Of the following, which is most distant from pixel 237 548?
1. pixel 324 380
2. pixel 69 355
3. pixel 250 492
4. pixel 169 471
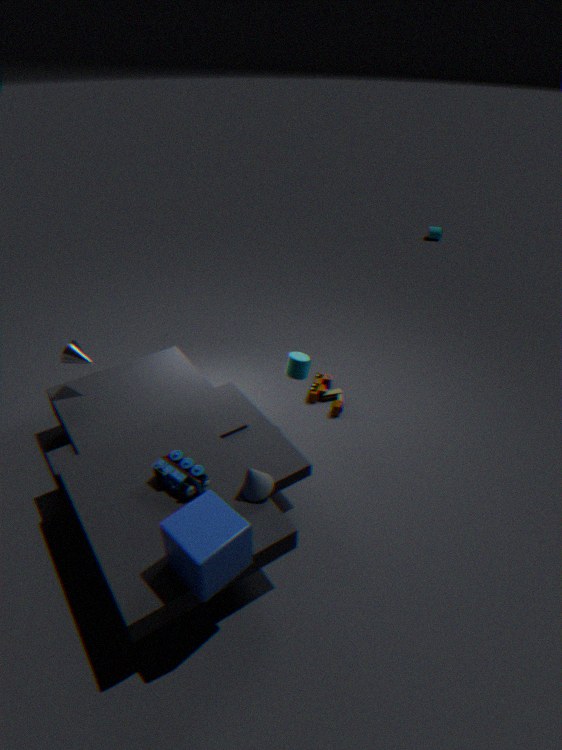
pixel 324 380
